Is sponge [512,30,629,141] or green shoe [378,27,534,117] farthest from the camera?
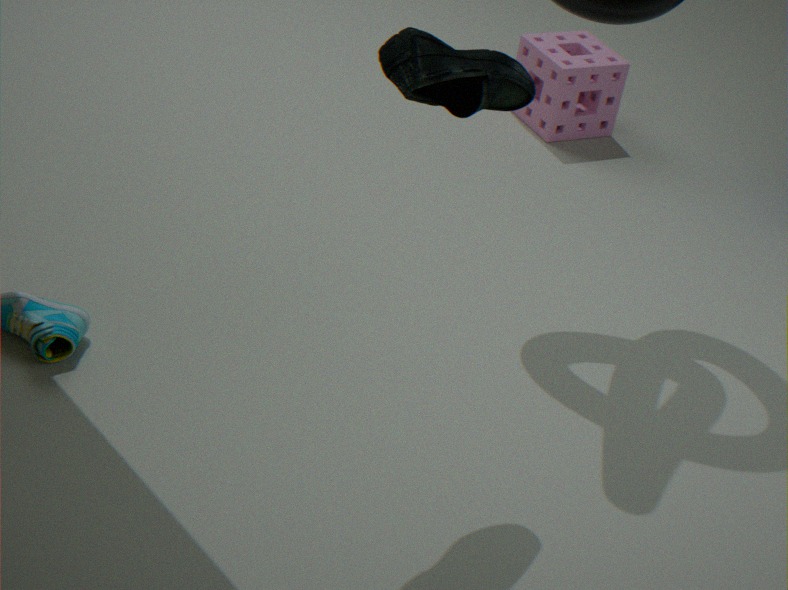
sponge [512,30,629,141]
